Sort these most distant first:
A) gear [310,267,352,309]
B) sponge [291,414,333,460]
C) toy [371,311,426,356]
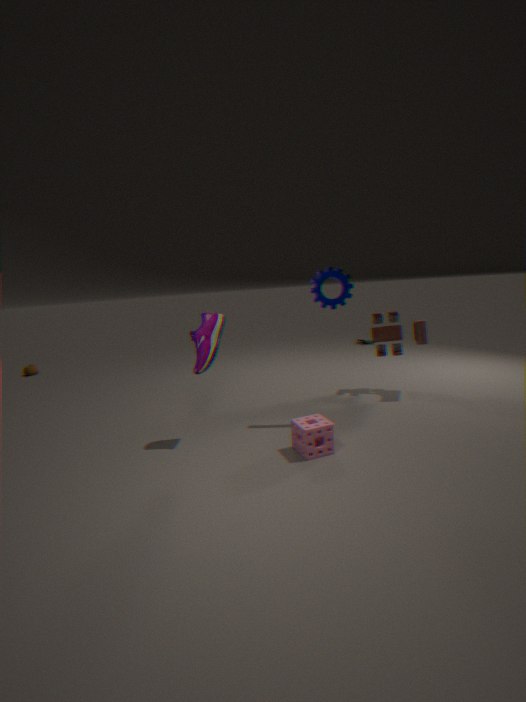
C. toy [371,311,426,356] < A. gear [310,267,352,309] < B. sponge [291,414,333,460]
